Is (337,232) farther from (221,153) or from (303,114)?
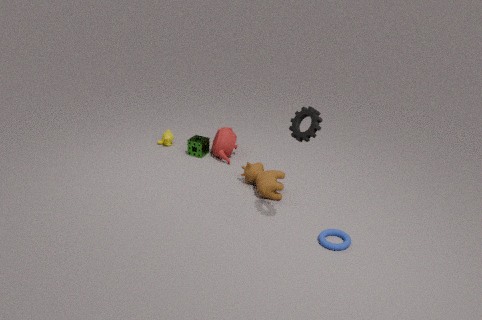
(221,153)
